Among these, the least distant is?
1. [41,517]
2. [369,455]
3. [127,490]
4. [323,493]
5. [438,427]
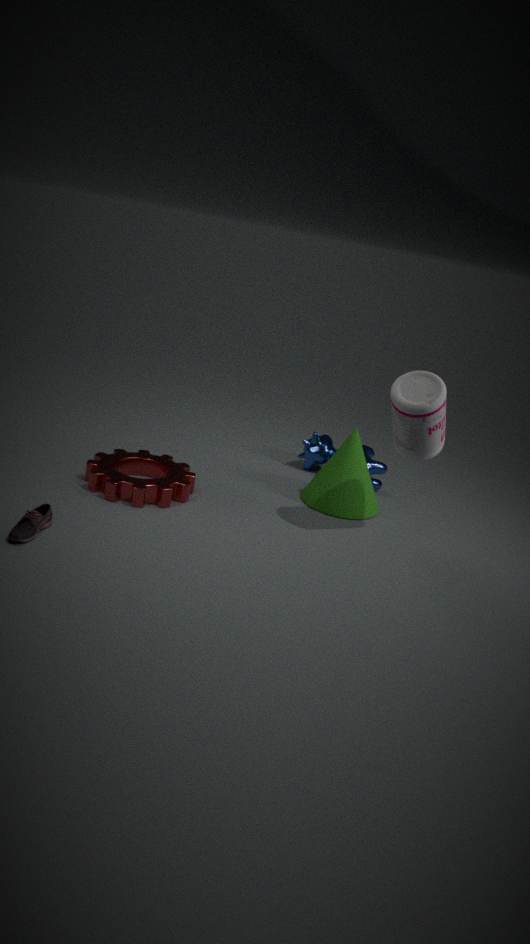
[41,517]
